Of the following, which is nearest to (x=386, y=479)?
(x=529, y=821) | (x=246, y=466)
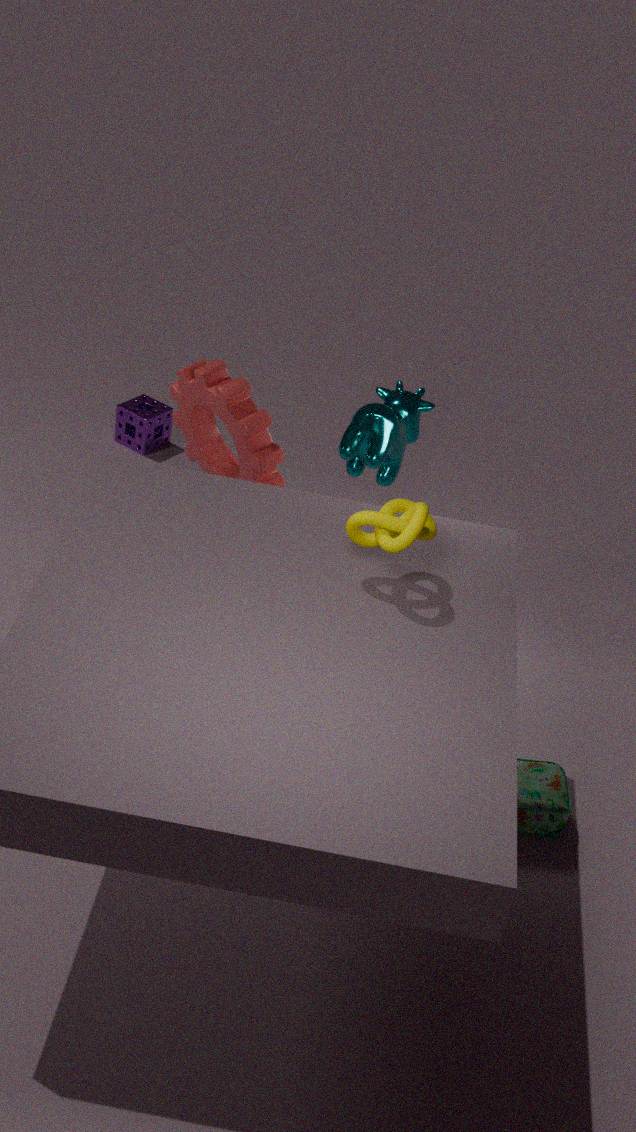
(x=246, y=466)
